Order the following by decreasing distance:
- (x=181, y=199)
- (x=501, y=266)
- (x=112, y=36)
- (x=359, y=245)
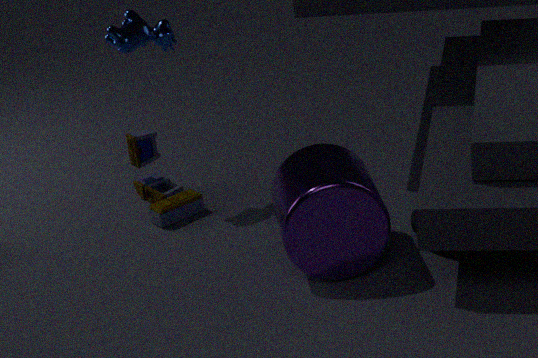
(x=181, y=199) → (x=112, y=36) → (x=359, y=245) → (x=501, y=266)
